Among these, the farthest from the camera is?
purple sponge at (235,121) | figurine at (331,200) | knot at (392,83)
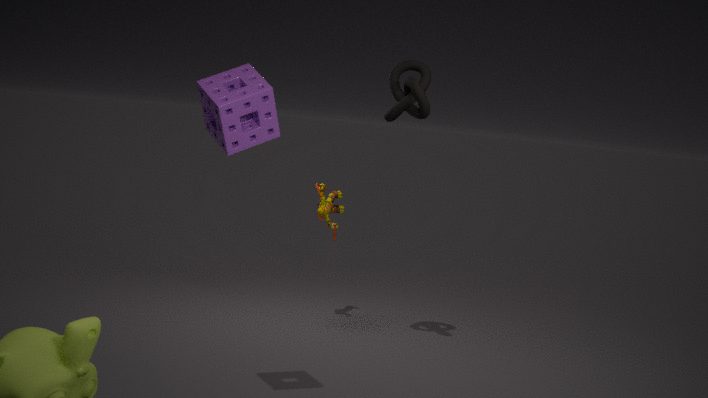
figurine at (331,200)
